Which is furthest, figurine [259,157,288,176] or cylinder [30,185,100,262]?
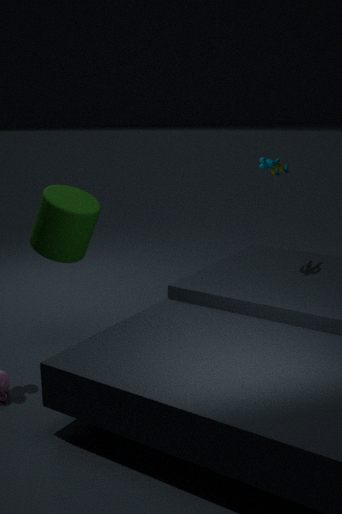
figurine [259,157,288,176]
